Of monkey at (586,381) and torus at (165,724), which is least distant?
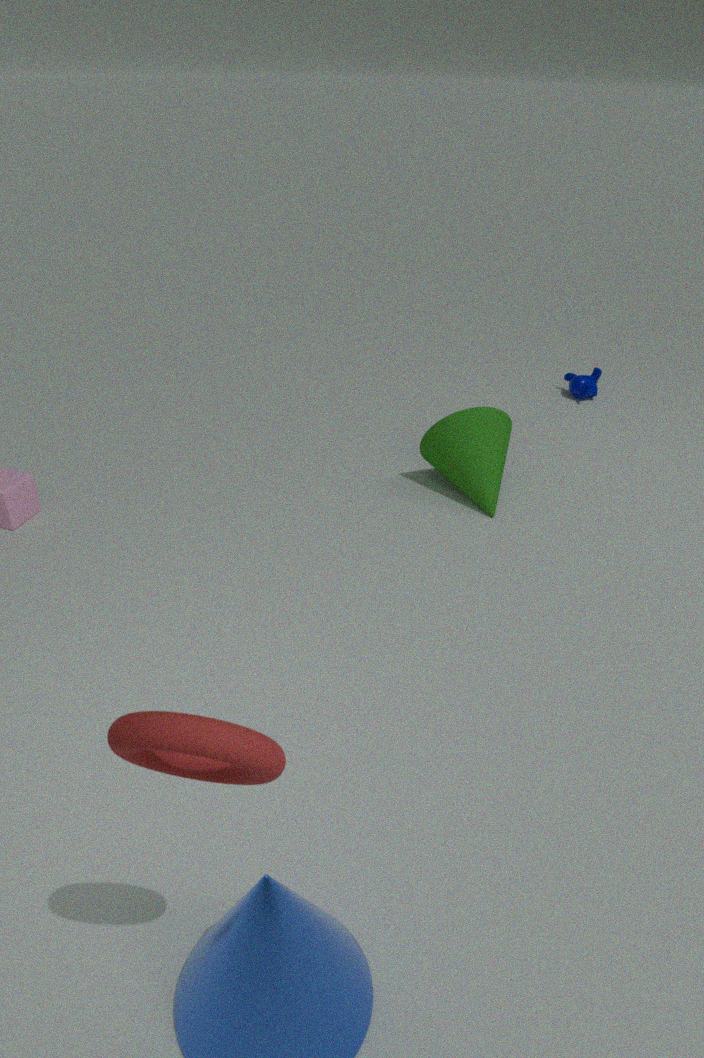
torus at (165,724)
